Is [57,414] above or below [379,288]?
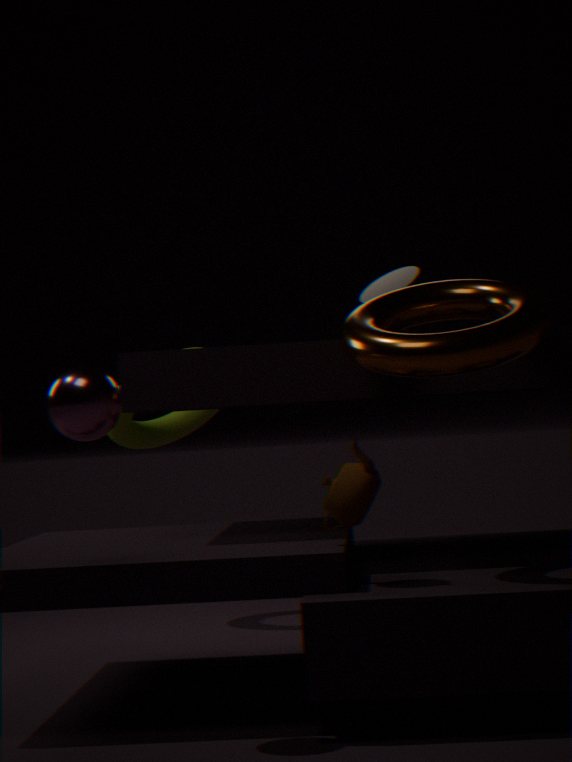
below
